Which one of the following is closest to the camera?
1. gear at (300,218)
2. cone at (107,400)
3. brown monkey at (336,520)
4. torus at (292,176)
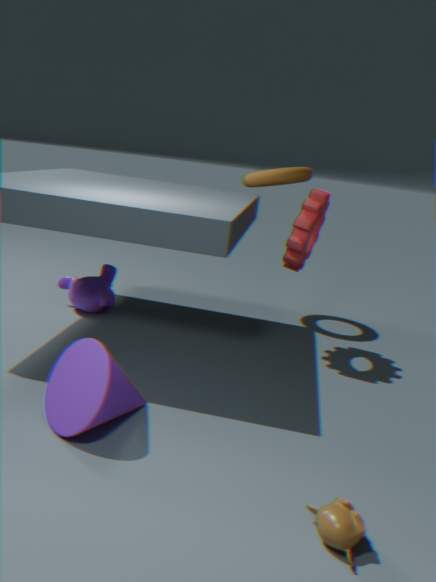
brown monkey at (336,520)
